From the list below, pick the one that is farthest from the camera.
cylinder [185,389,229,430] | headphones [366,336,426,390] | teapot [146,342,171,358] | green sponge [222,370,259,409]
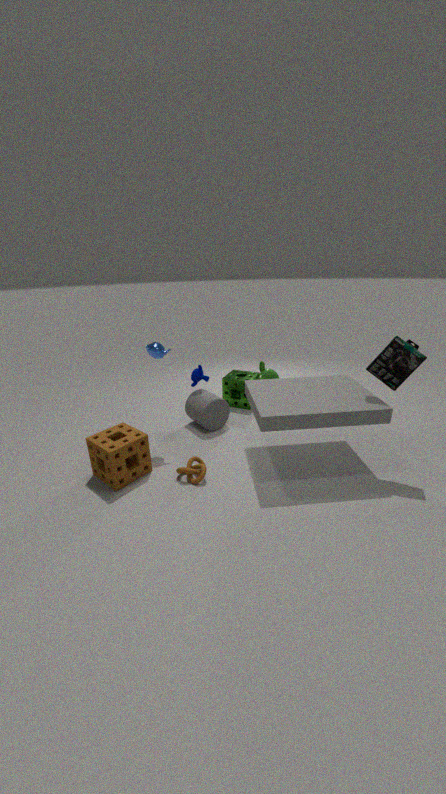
green sponge [222,370,259,409]
